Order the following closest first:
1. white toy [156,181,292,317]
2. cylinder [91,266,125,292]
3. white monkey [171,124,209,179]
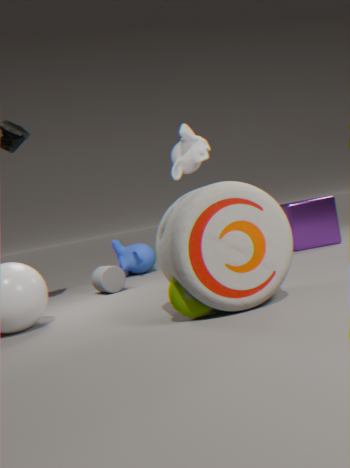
white toy [156,181,292,317] < cylinder [91,266,125,292] < white monkey [171,124,209,179]
